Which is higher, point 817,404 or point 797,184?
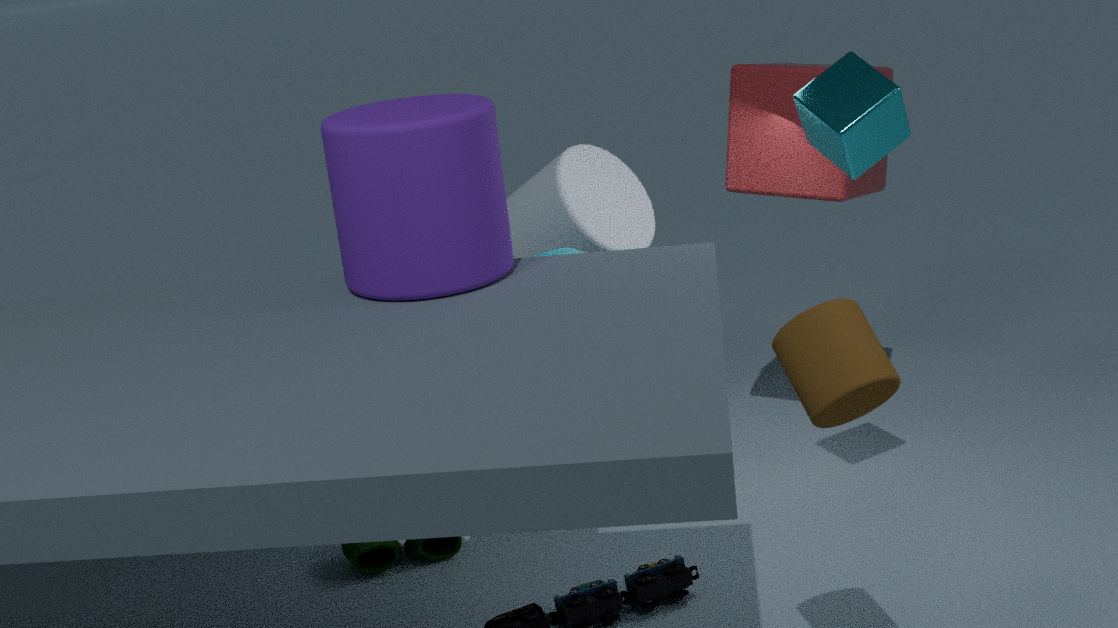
point 797,184
